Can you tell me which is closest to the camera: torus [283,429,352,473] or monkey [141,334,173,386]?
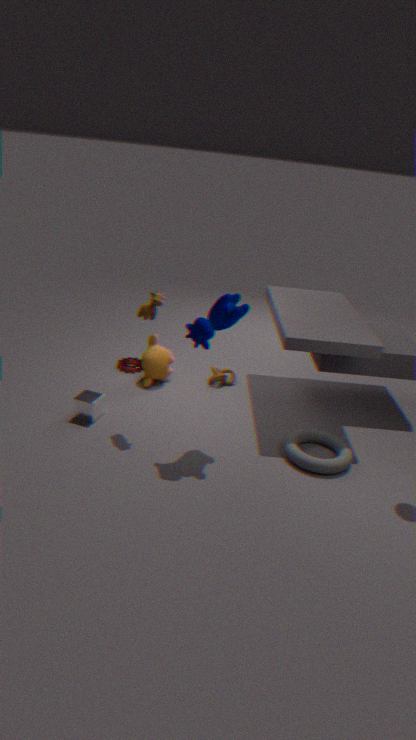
torus [283,429,352,473]
